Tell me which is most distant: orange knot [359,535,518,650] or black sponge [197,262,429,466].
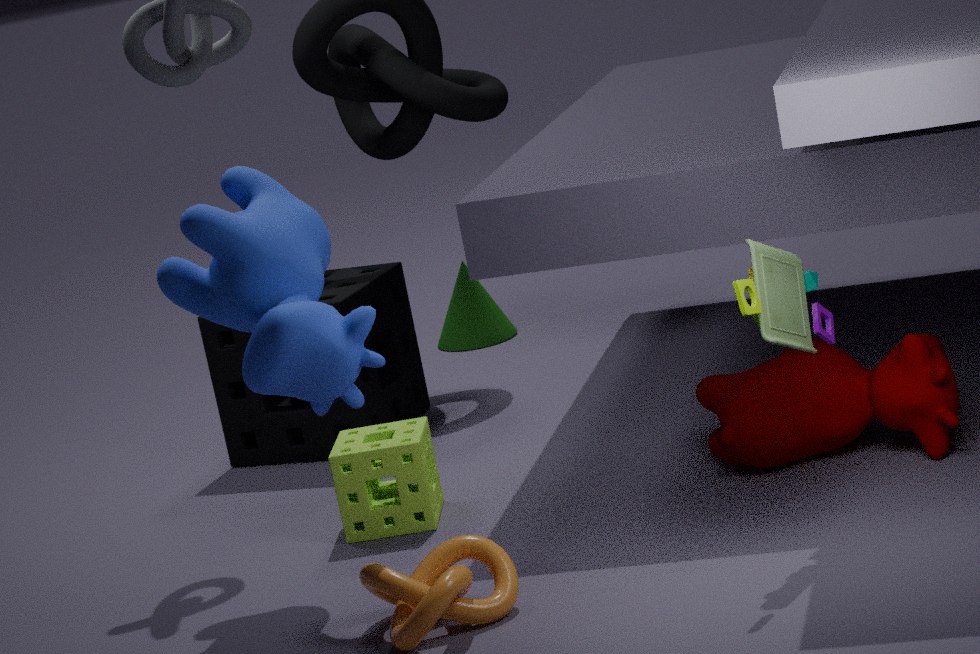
black sponge [197,262,429,466]
